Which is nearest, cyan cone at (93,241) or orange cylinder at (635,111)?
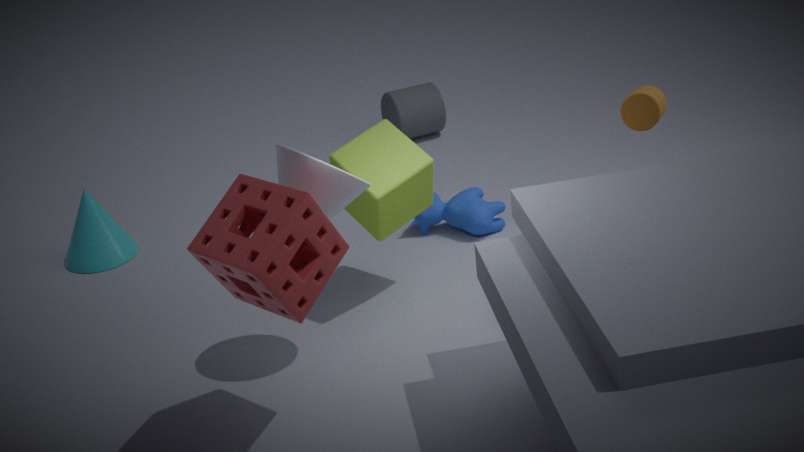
orange cylinder at (635,111)
